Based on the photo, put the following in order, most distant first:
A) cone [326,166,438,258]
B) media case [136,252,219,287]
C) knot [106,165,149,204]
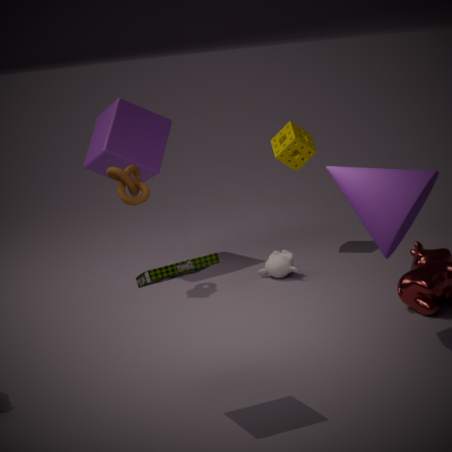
1. knot [106,165,149,204]
2. cone [326,166,438,258]
3. media case [136,252,219,287]
